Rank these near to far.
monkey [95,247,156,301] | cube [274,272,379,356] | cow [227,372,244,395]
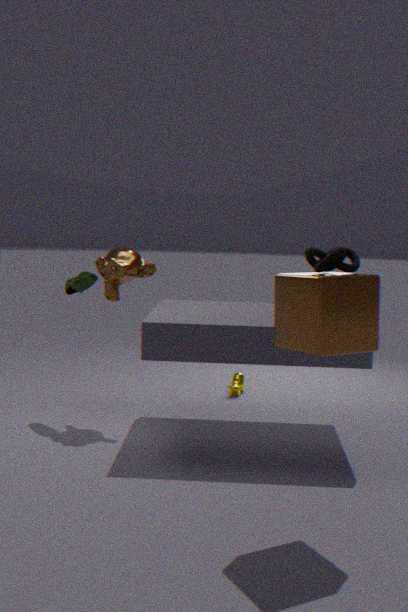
cube [274,272,379,356]
monkey [95,247,156,301]
cow [227,372,244,395]
